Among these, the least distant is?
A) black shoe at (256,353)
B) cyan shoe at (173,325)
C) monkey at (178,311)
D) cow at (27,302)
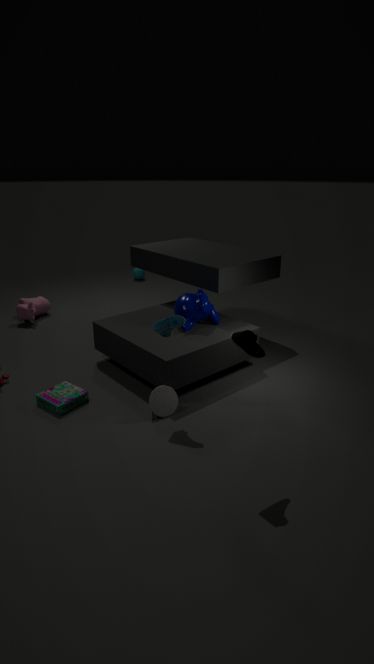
black shoe at (256,353)
